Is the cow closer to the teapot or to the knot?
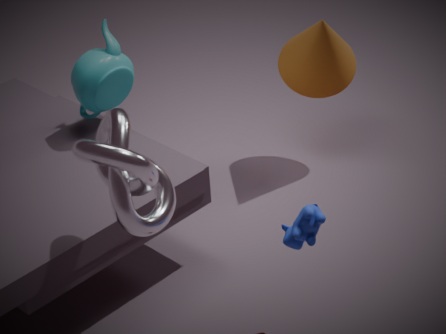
the knot
